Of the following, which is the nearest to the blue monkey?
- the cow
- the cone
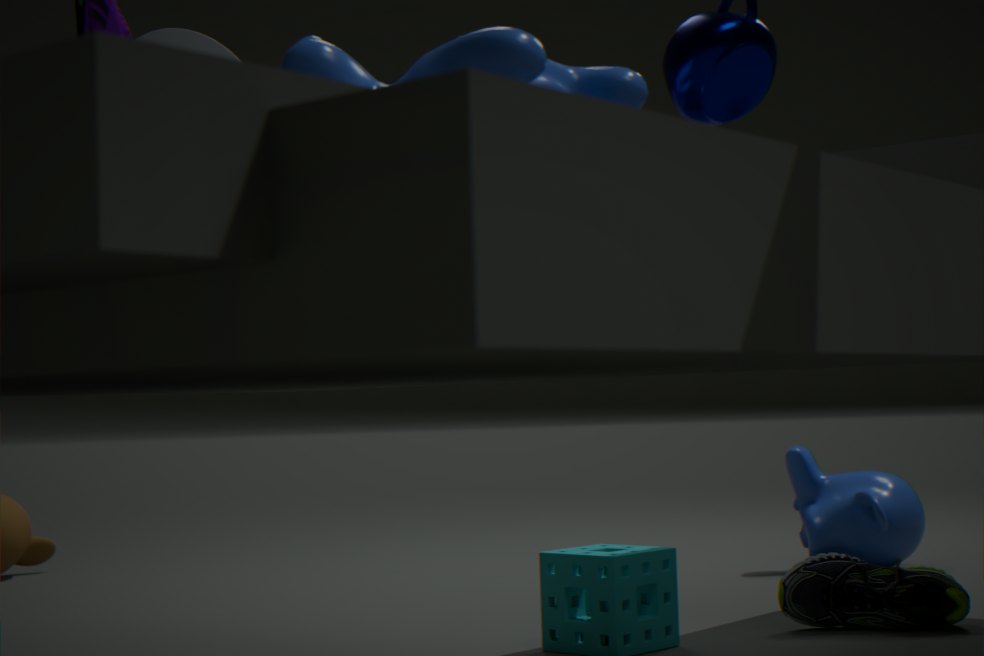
the cone
